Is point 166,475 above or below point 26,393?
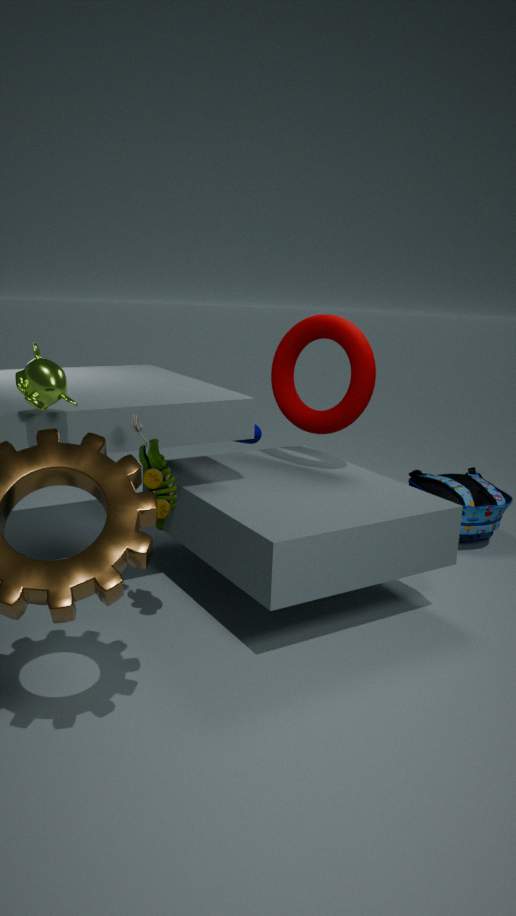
below
